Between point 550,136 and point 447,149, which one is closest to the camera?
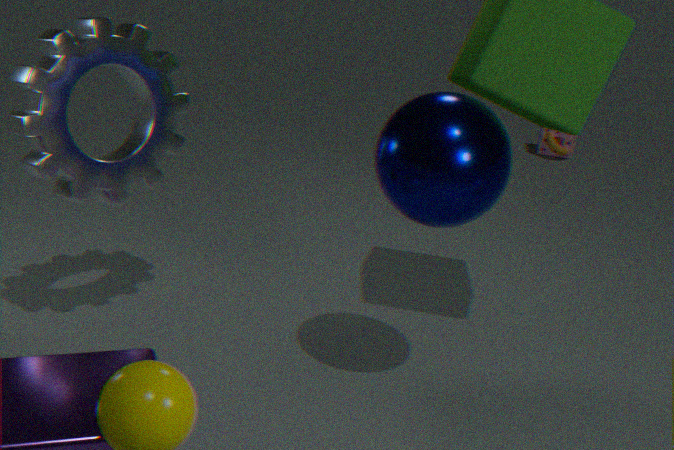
point 447,149
